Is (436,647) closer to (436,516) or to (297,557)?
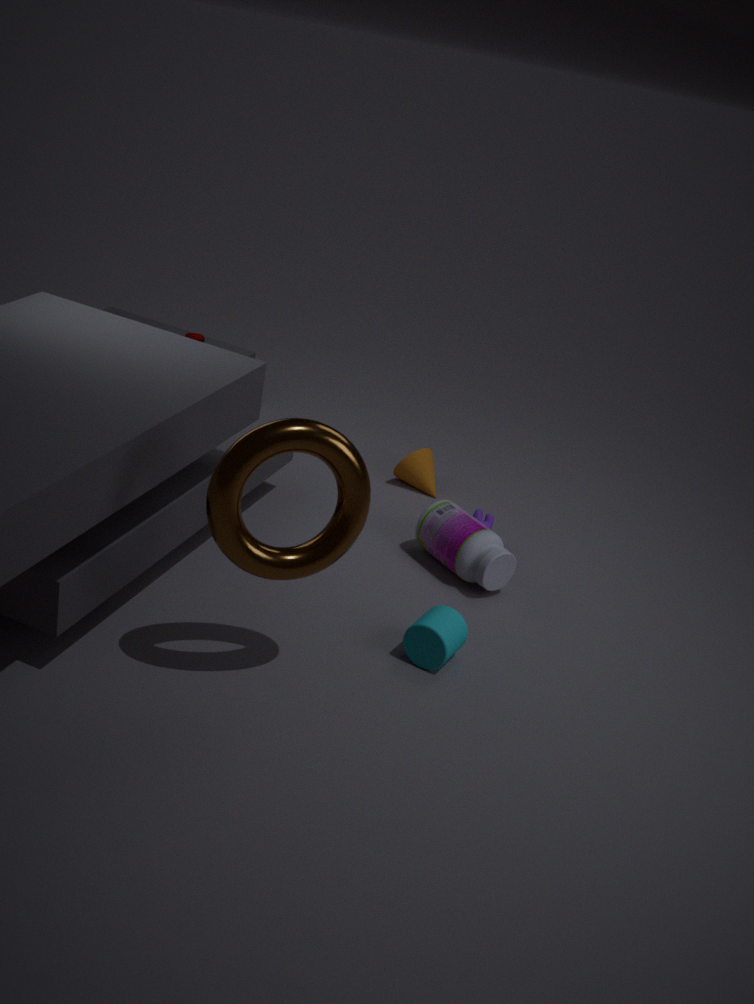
(436,516)
